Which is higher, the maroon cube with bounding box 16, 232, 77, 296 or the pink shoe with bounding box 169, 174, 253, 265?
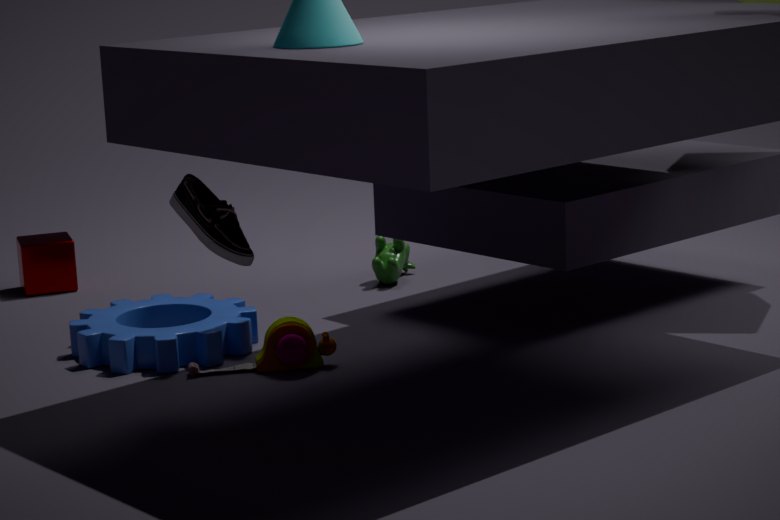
the pink shoe with bounding box 169, 174, 253, 265
